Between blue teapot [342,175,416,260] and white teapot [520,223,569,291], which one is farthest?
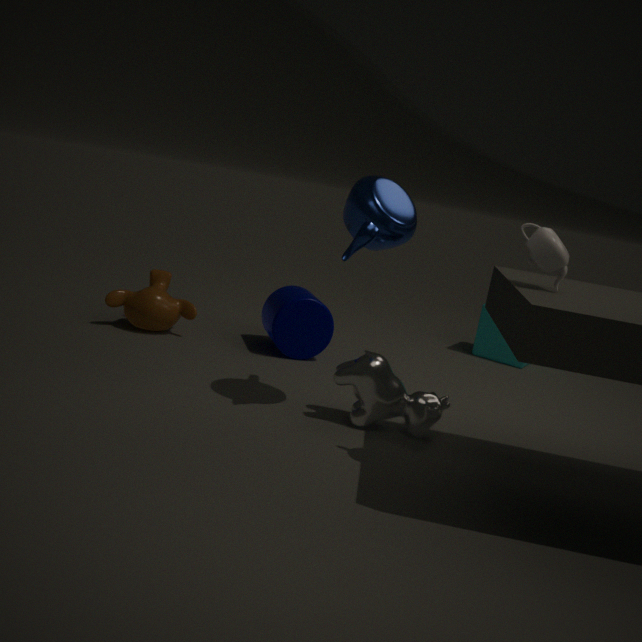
blue teapot [342,175,416,260]
